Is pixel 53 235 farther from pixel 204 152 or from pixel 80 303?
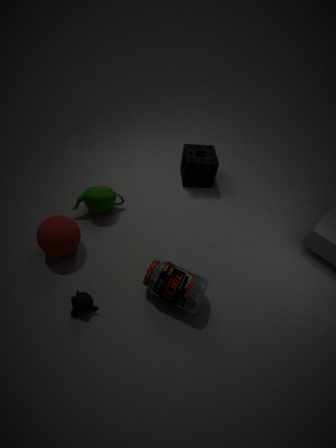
pixel 204 152
